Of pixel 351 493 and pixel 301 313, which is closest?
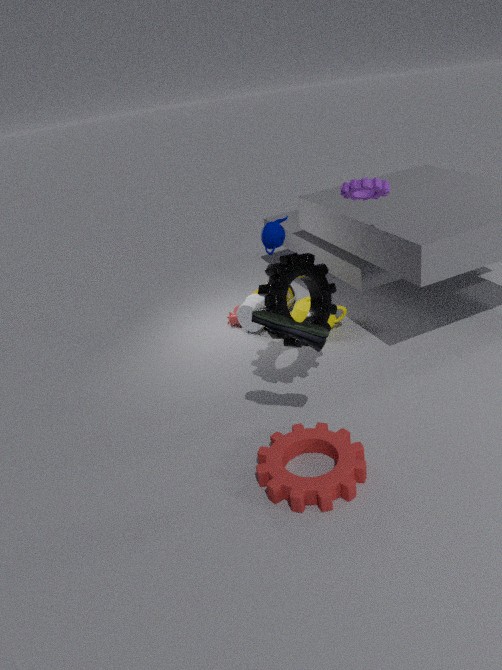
pixel 351 493
